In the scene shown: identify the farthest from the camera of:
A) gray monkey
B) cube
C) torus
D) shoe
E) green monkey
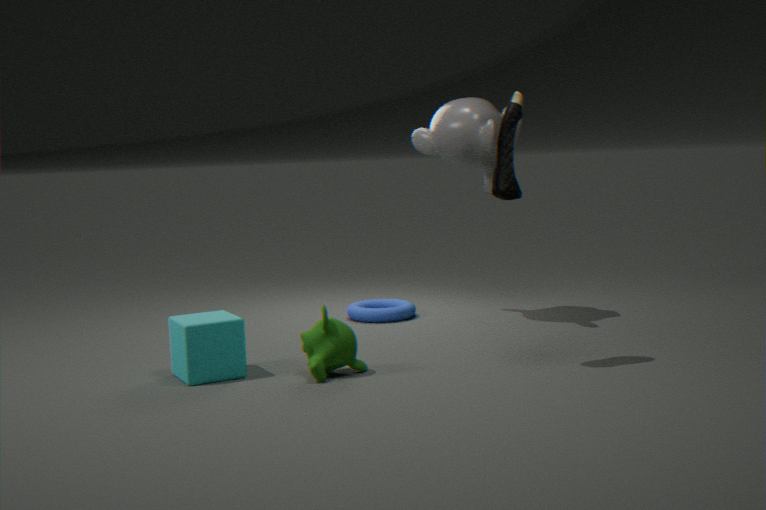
torus
